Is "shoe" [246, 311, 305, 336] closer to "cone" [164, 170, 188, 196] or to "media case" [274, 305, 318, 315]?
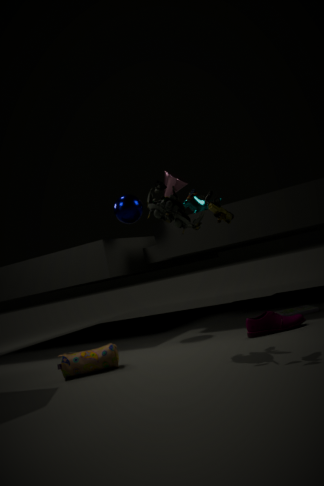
"media case" [274, 305, 318, 315]
